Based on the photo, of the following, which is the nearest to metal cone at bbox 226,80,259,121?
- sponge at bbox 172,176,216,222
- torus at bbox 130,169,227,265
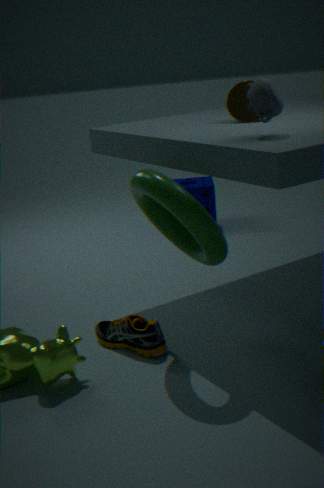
torus at bbox 130,169,227,265
